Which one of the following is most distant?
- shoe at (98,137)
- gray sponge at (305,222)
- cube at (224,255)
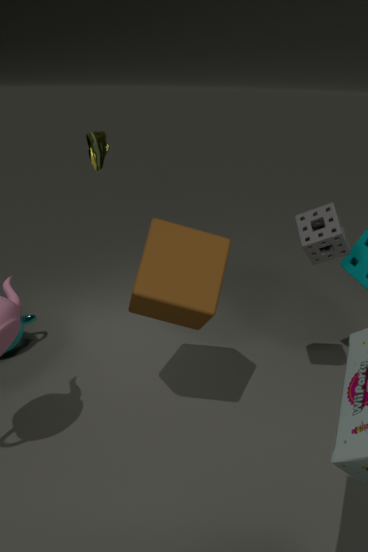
shoe at (98,137)
